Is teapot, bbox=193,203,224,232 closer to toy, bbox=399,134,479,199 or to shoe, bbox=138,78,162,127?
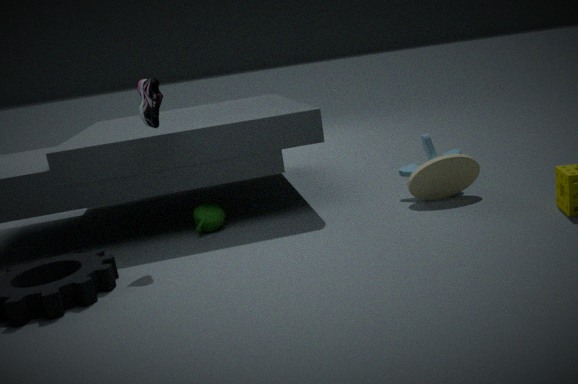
shoe, bbox=138,78,162,127
